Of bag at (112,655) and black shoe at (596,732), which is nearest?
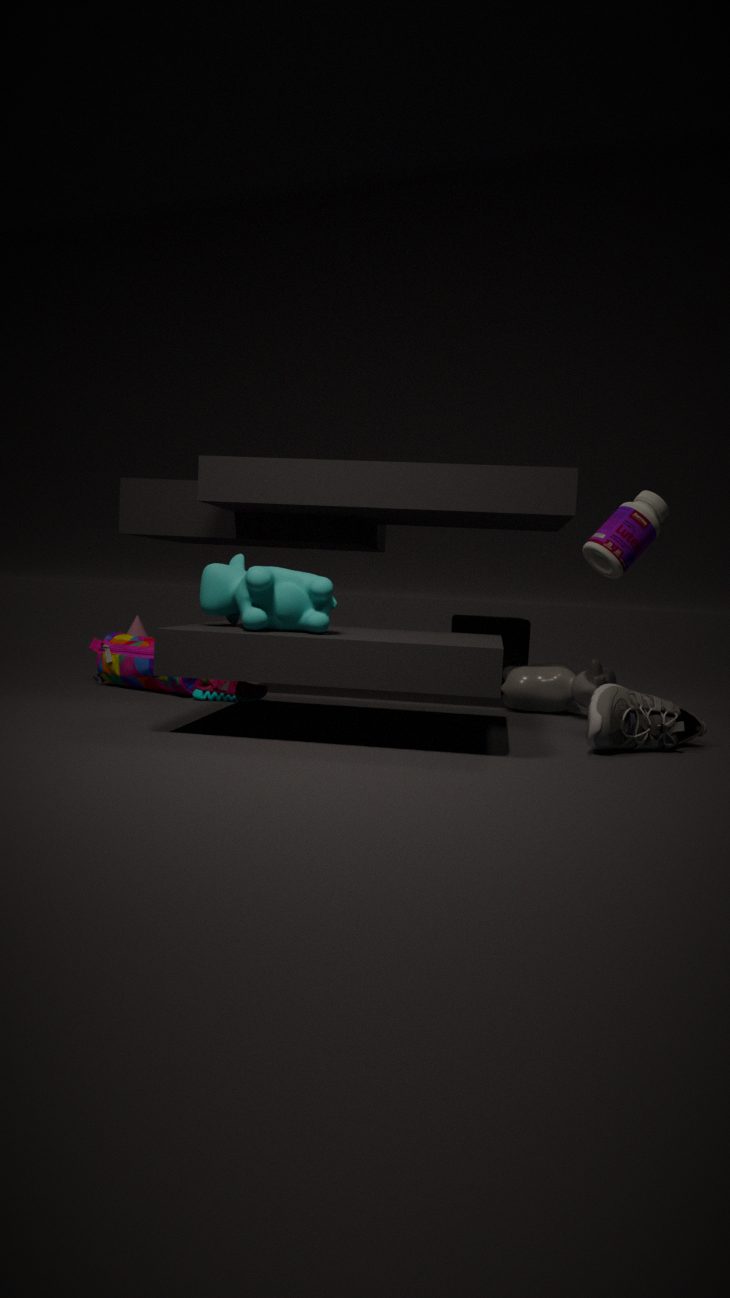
black shoe at (596,732)
